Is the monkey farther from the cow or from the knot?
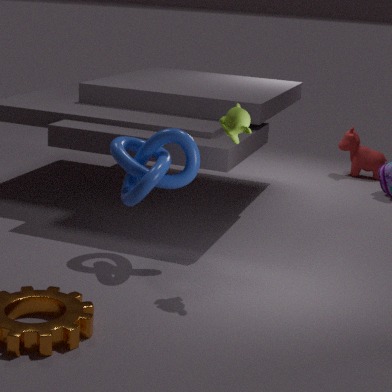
the cow
